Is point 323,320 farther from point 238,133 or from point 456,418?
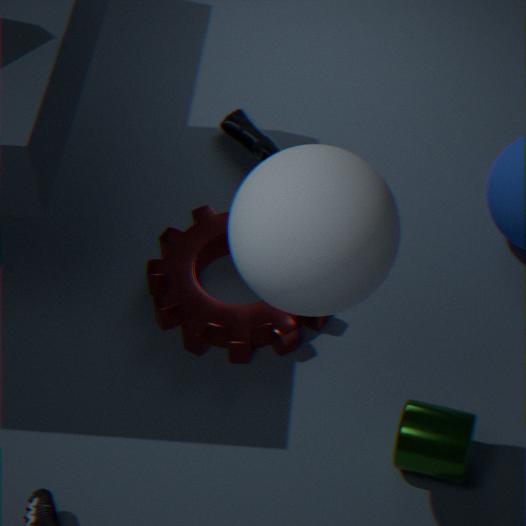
point 456,418
